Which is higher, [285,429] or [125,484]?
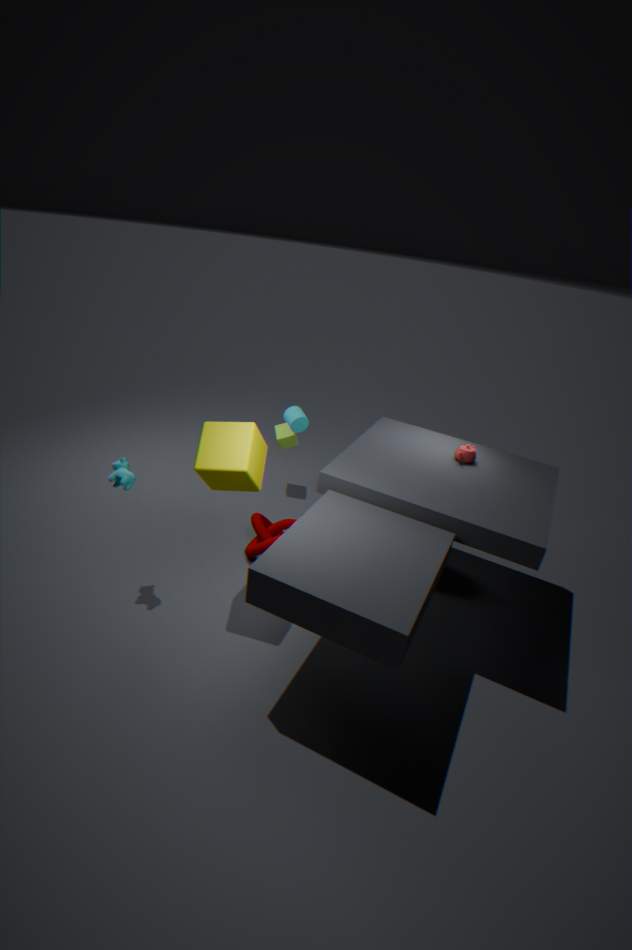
[125,484]
